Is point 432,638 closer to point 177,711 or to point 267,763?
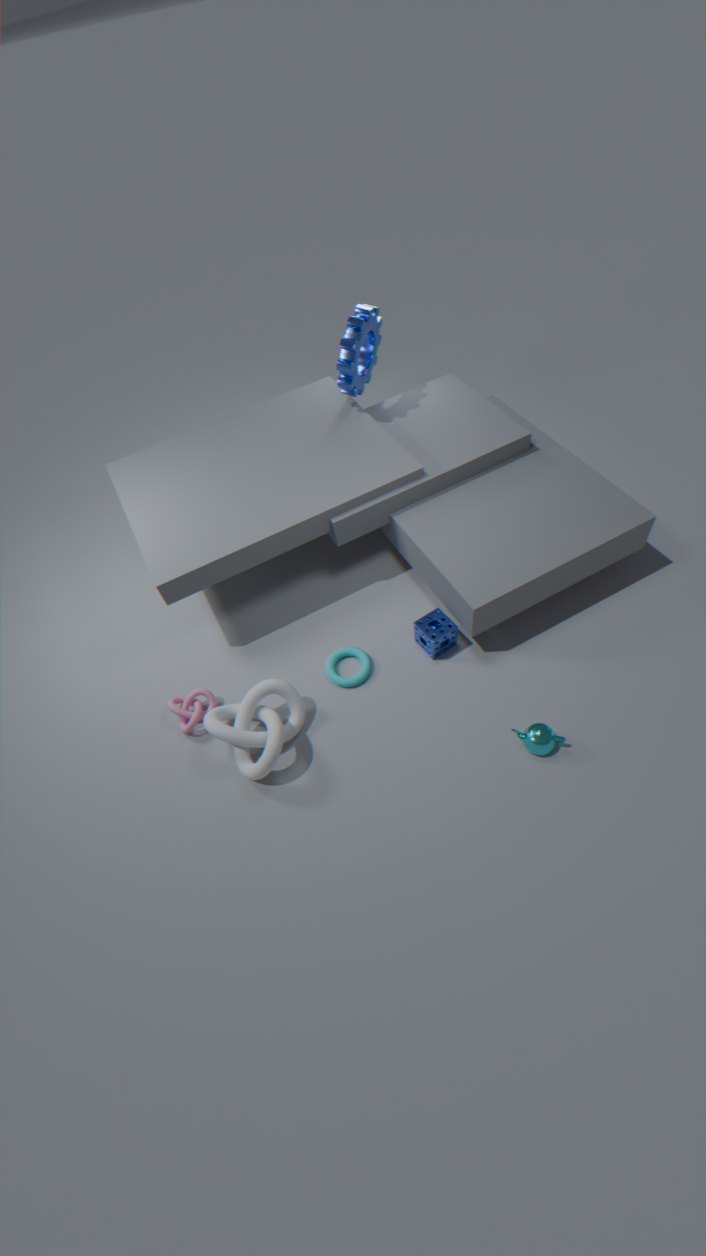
point 267,763
